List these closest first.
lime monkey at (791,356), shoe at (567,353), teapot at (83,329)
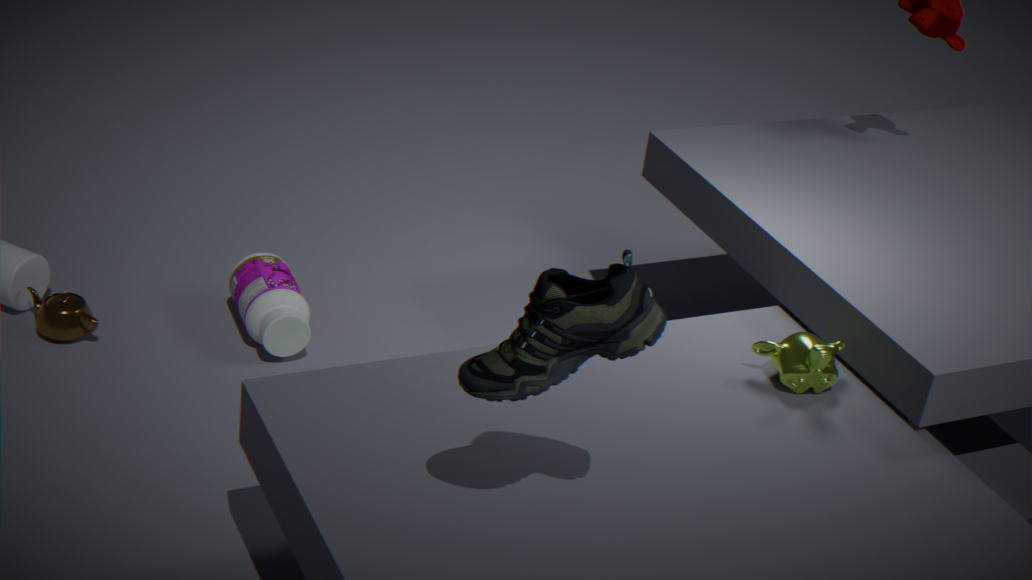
shoe at (567,353) < lime monkey at (791,356) < teapot at (83,329)
